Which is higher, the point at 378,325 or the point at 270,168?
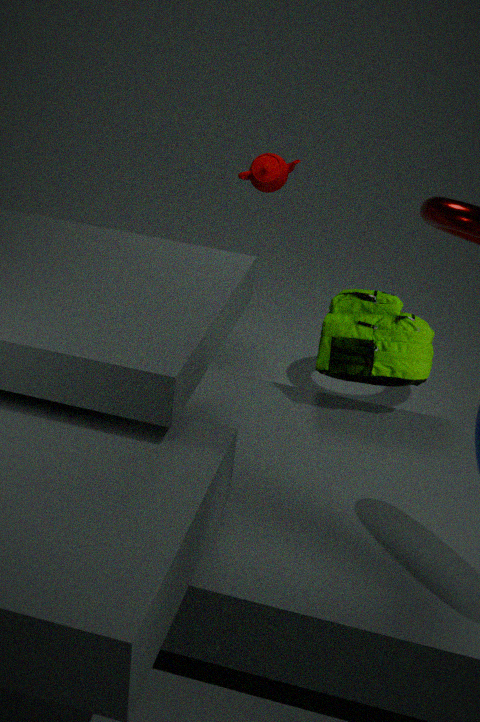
the point at 270,168
